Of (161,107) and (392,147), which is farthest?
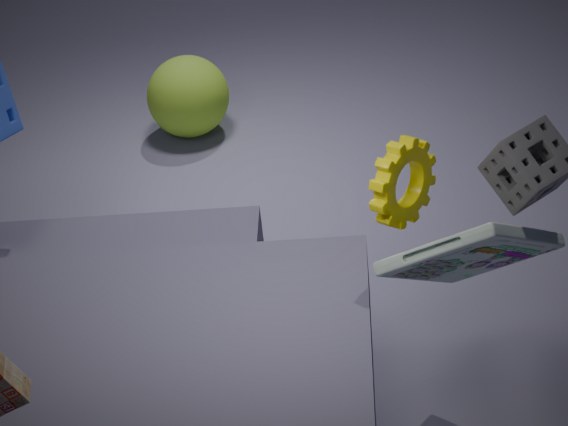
(161,107)
